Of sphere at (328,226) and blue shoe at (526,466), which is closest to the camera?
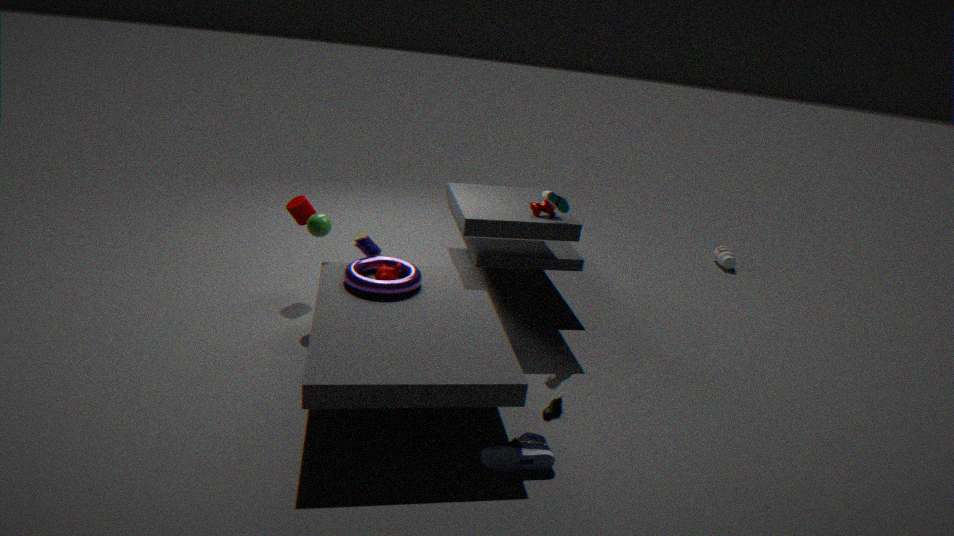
blue shoe at (526,466)
